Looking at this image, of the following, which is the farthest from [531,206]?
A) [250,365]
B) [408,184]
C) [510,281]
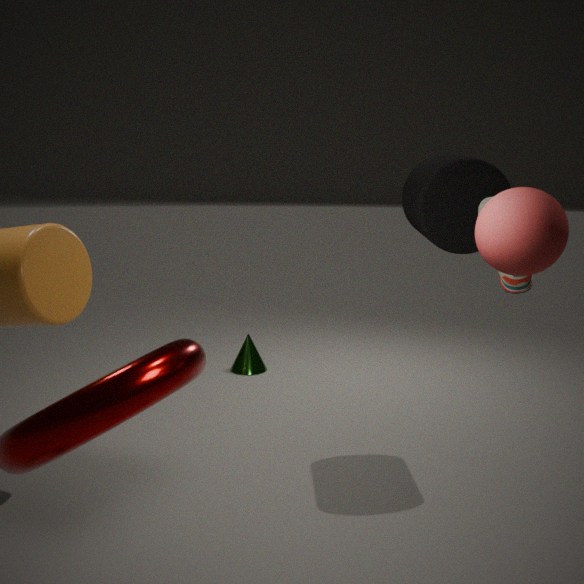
[250,365]
